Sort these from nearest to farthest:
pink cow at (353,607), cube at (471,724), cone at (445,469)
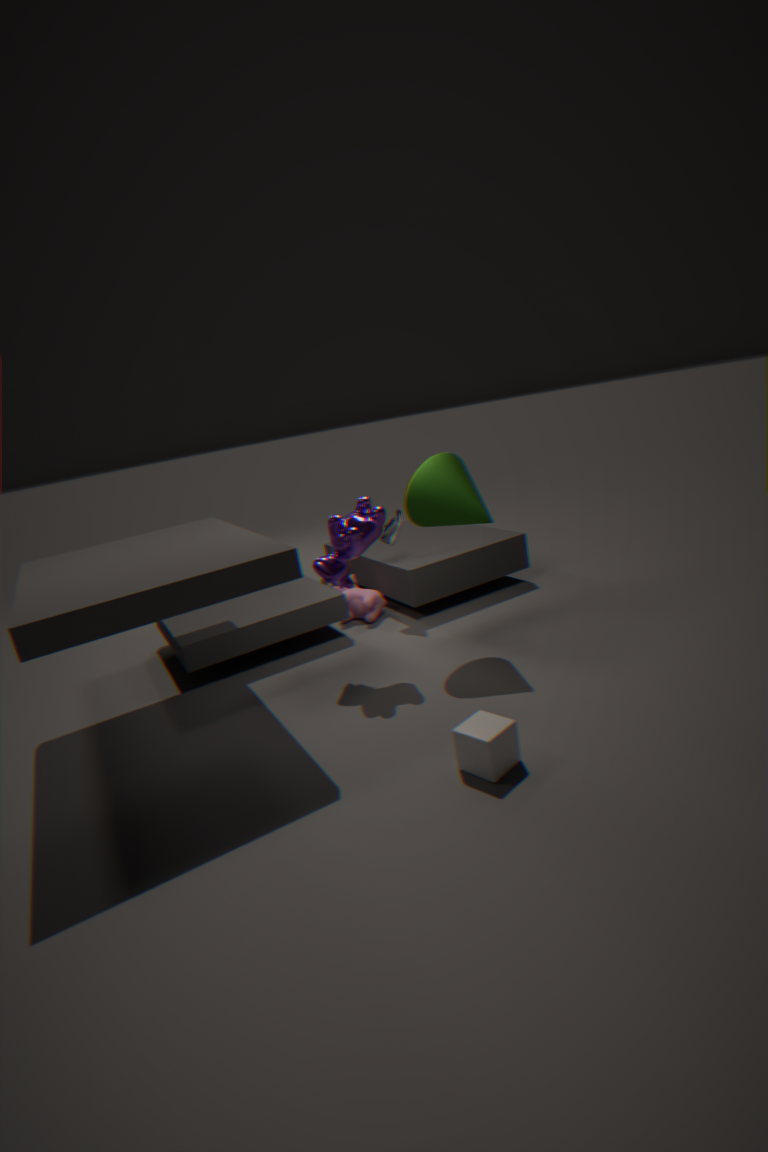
cube at (471,724)
cone at (445,469)
pink cow at (353,607)
